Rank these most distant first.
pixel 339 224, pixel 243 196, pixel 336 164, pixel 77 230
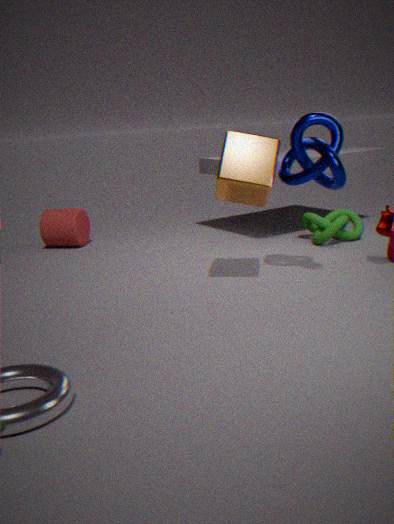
pixel 77 230 → pixel 339 224 → pixel 243 196 → pixel 336 164
